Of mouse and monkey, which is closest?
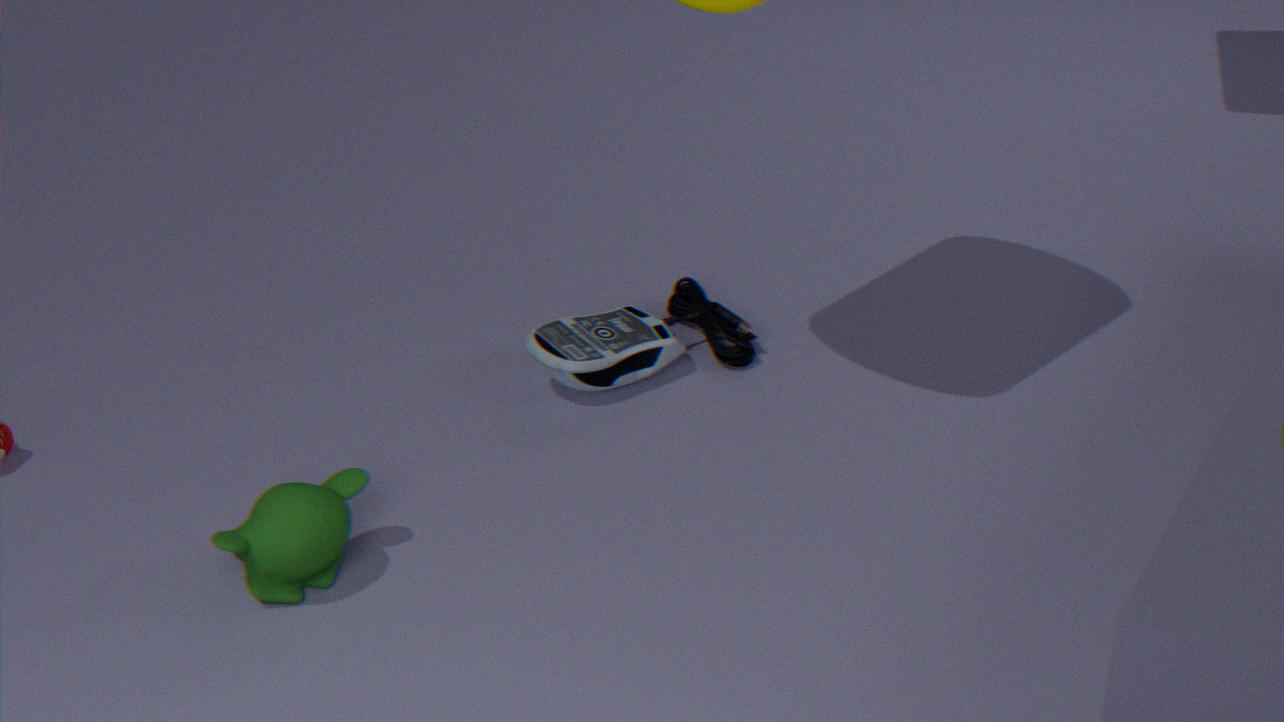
monkey
